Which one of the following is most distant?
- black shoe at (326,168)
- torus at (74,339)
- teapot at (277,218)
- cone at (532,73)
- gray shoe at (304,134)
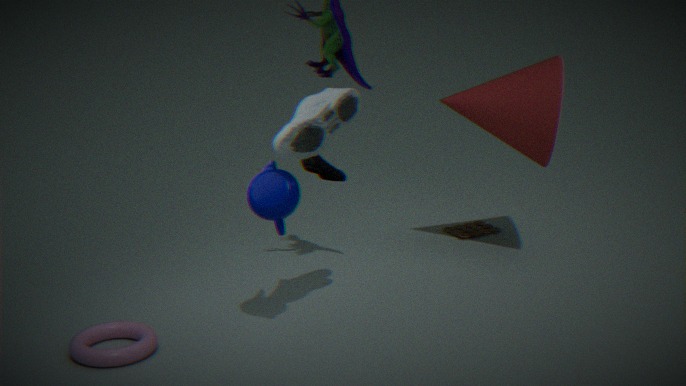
cone at (532,73)
